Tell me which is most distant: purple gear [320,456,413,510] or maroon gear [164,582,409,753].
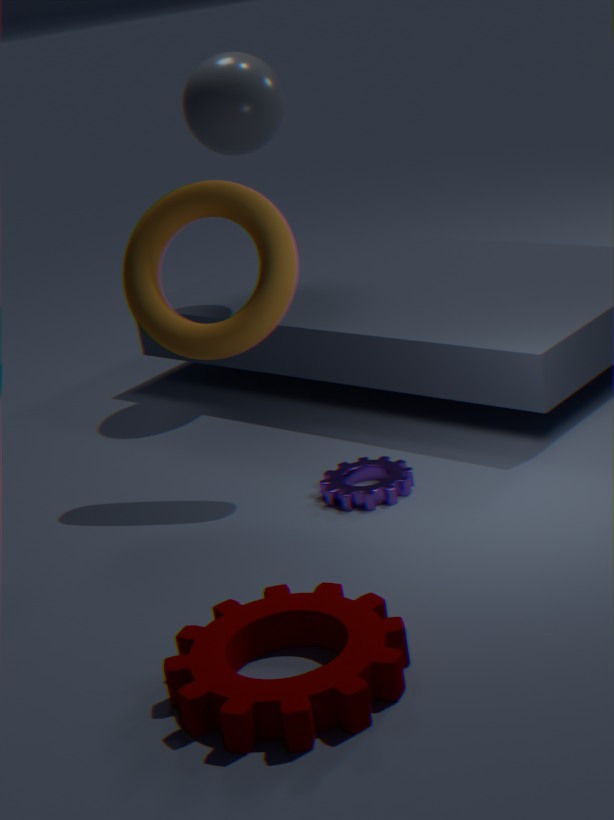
purple gear [320,456,413,510]
